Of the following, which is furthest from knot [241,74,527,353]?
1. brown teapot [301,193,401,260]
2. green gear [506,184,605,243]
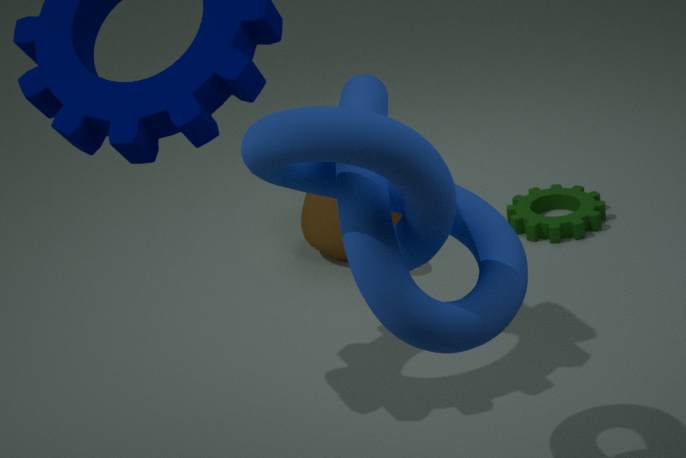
green gear [506,184,605,243]
